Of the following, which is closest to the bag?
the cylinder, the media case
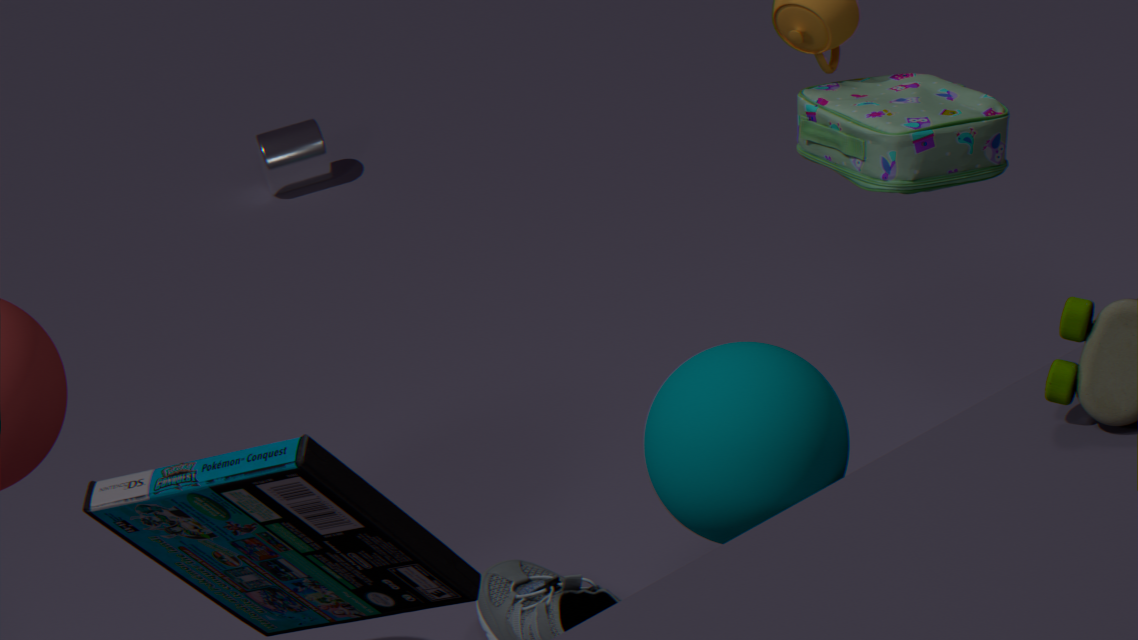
the media case
